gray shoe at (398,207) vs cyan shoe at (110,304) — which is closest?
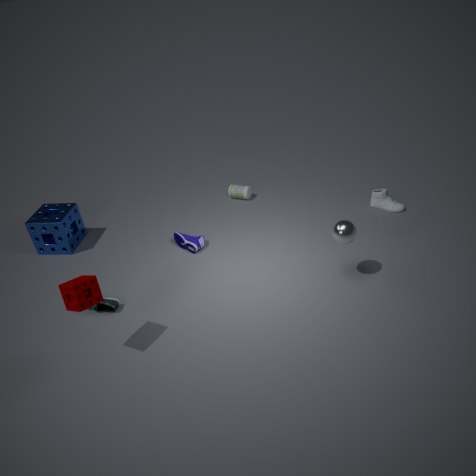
cyan shoe at (110,304)
